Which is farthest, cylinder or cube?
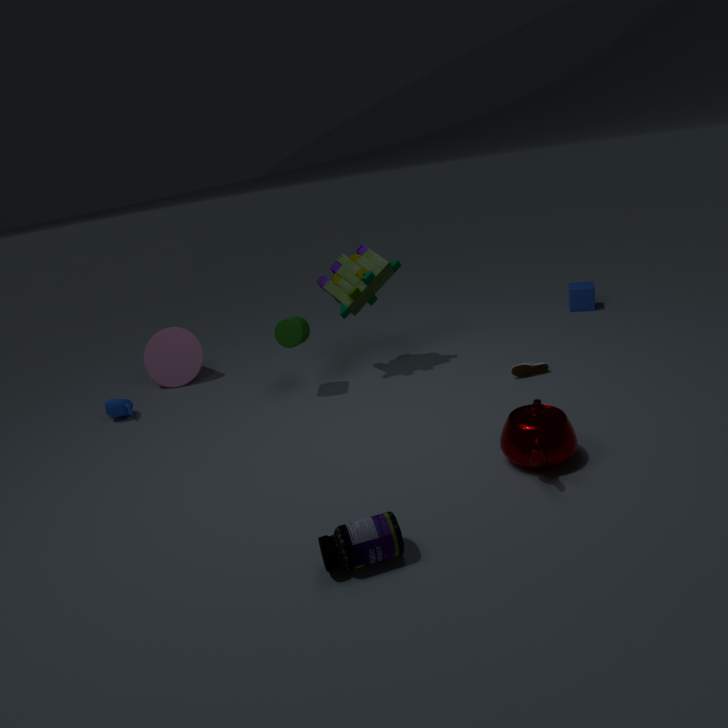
cube
